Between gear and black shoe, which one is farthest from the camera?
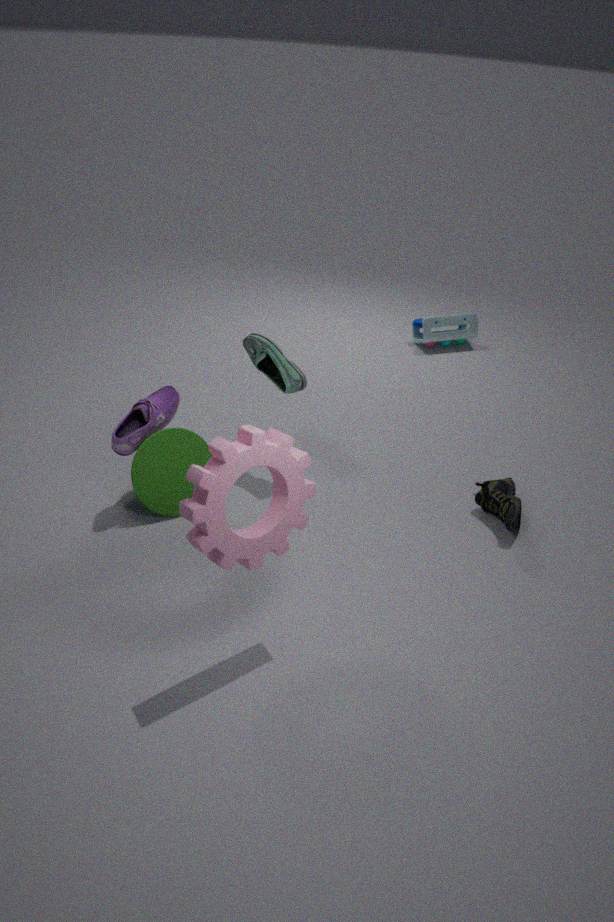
black shoe
